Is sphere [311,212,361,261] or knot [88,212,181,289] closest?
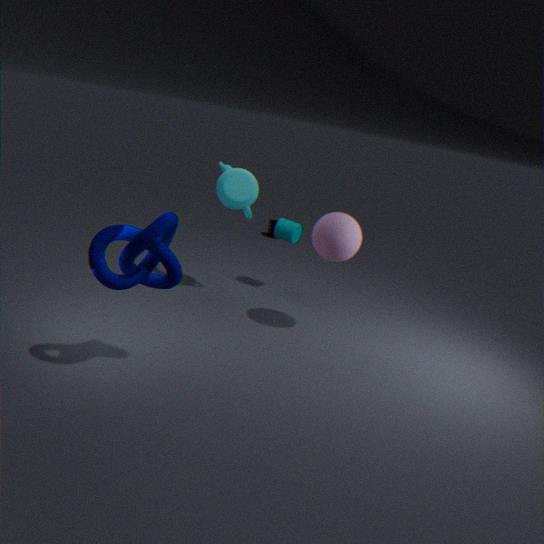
knot [88,212,181,289]
